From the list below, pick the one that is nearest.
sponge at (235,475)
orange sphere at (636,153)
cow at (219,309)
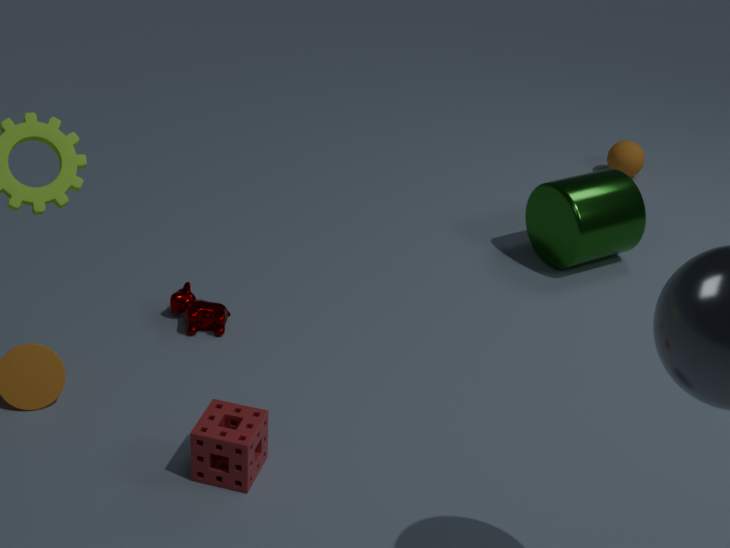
sponge at (235,475)
